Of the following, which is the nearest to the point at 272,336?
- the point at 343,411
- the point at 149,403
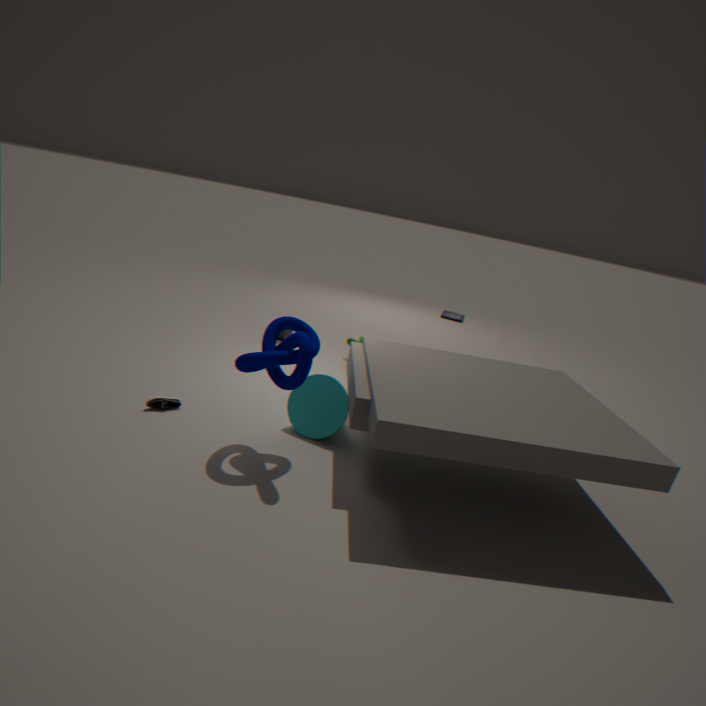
the point at 343,411
